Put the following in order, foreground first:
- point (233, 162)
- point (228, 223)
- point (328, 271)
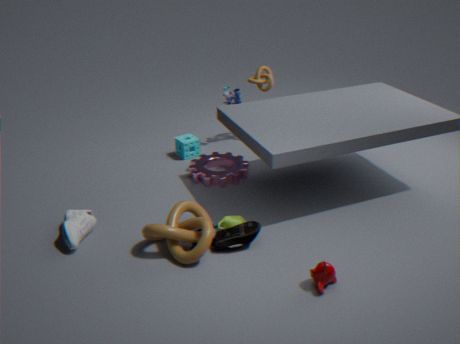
point (328, 271), point (228, 223), point (233, 162)
